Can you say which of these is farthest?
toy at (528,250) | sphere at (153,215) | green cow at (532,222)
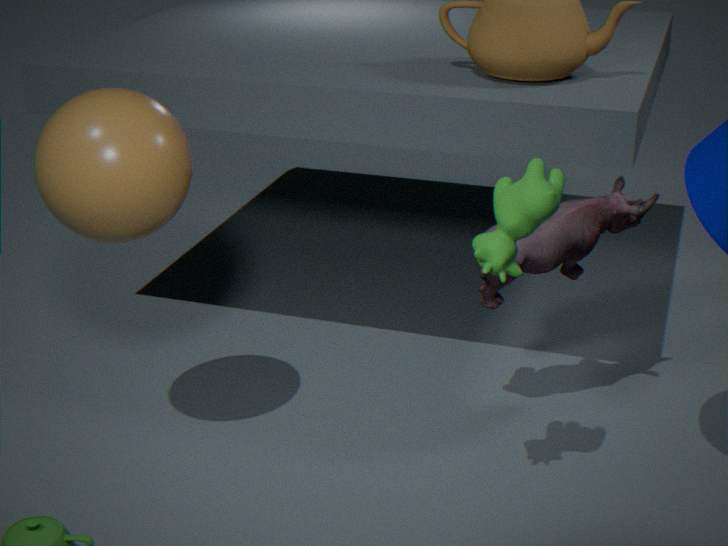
toy at (528,250)
